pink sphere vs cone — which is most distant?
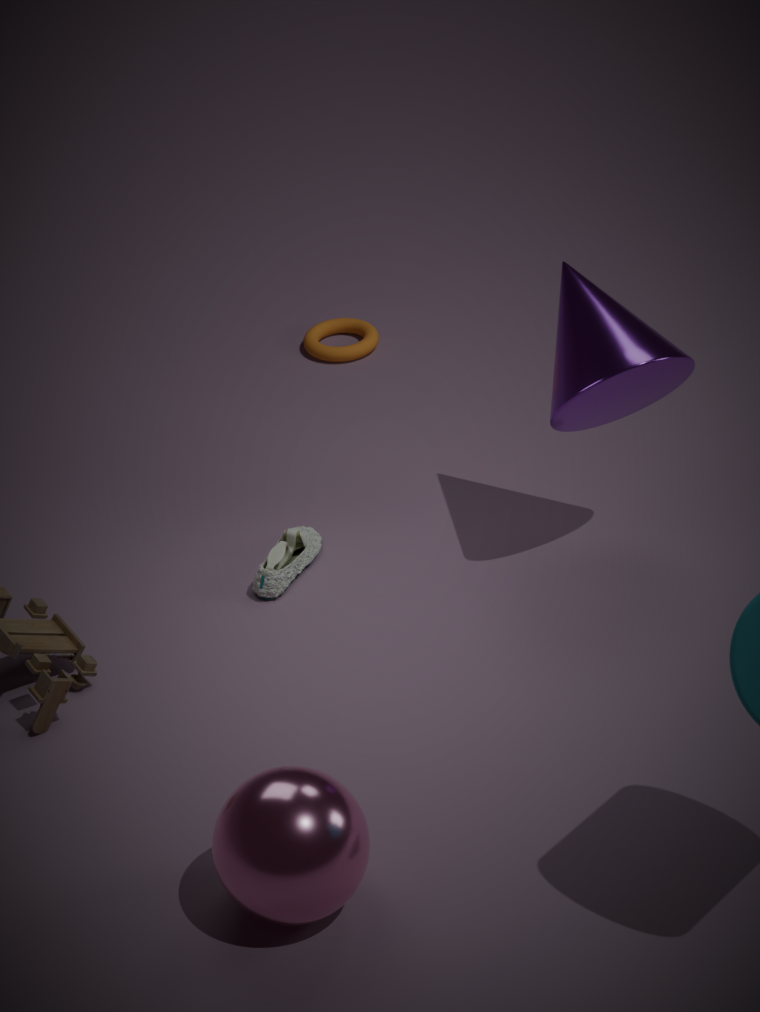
cone
